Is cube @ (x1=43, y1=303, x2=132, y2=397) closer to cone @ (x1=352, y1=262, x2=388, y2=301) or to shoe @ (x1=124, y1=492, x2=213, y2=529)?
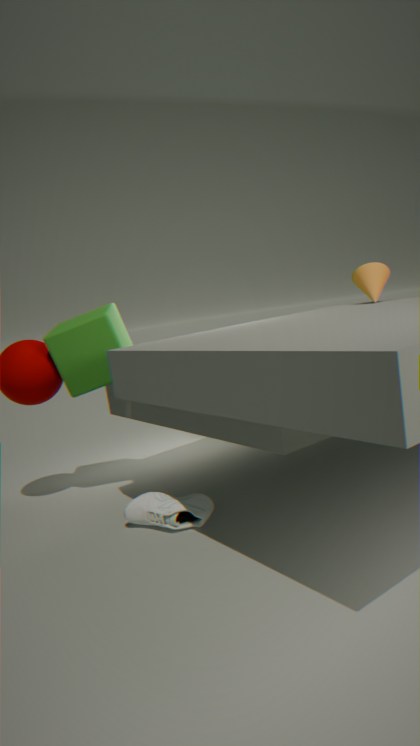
shoe @ (x1=124, y1=492, x2=213, y2=529)
